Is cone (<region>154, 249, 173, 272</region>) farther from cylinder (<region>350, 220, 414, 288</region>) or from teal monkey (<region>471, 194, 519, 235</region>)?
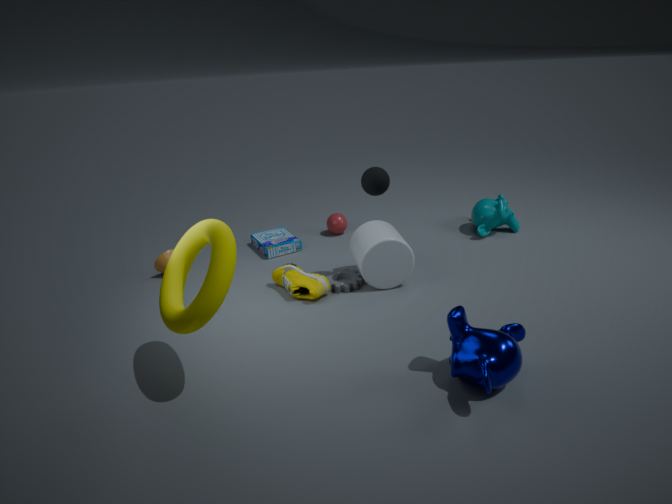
teal monkey (<region>471, 194, 519, 235</region>)
